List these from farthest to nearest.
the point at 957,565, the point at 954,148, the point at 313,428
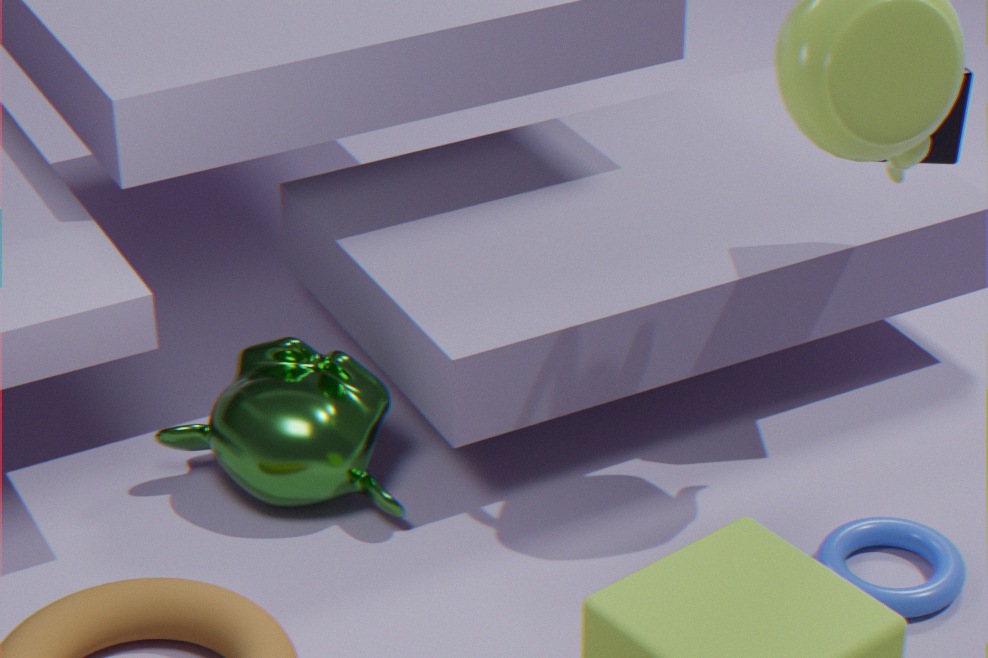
the point at 313,428 → the point at 954,148 → the point at 957,565
